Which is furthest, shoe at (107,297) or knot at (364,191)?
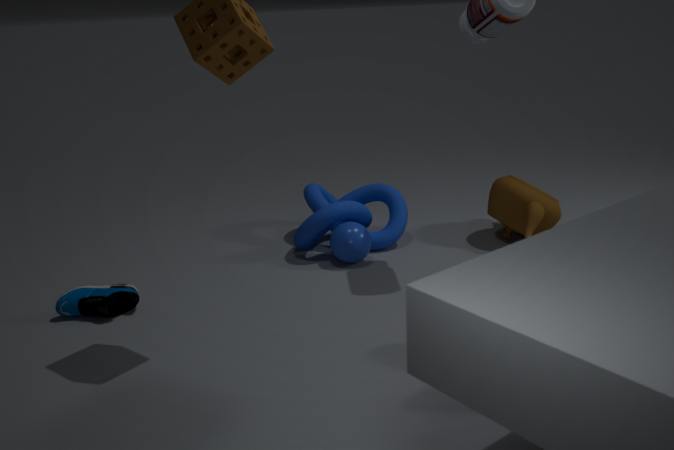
knot at (364,191)
